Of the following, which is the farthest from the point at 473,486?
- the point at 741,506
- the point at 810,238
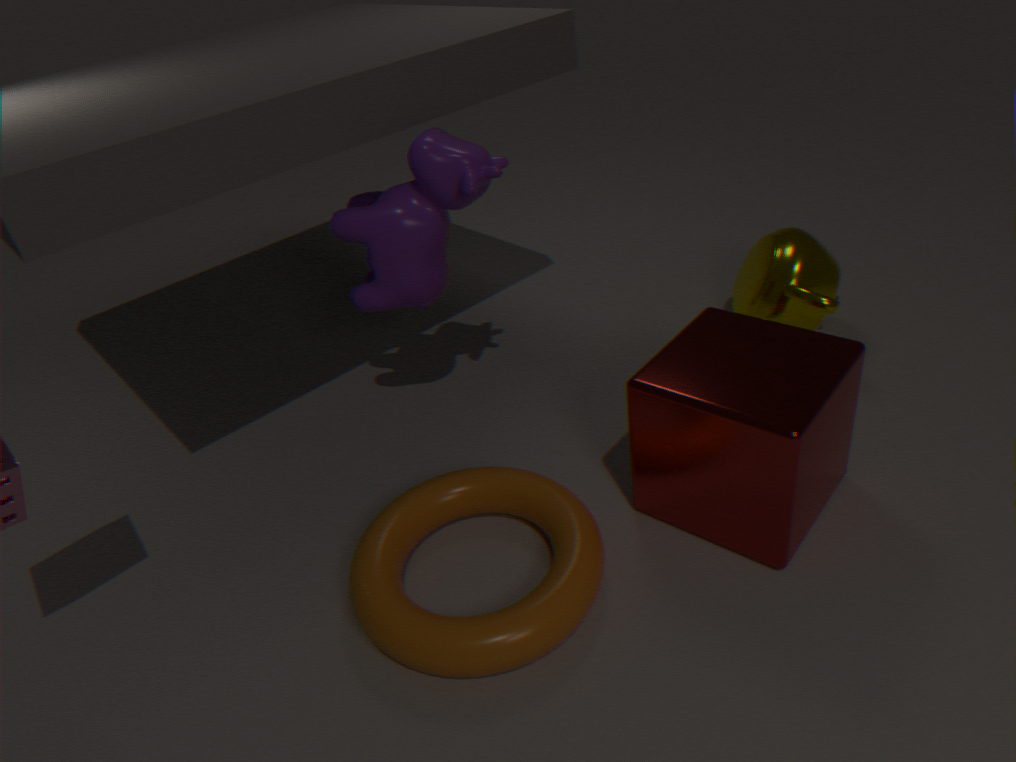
the point at 810,238
